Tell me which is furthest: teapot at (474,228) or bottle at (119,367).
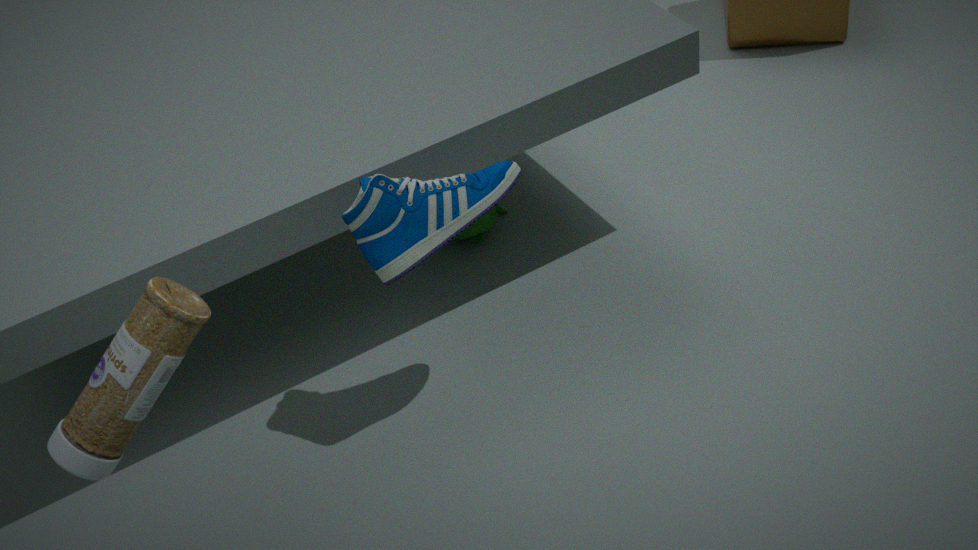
teapot at (474,228)
